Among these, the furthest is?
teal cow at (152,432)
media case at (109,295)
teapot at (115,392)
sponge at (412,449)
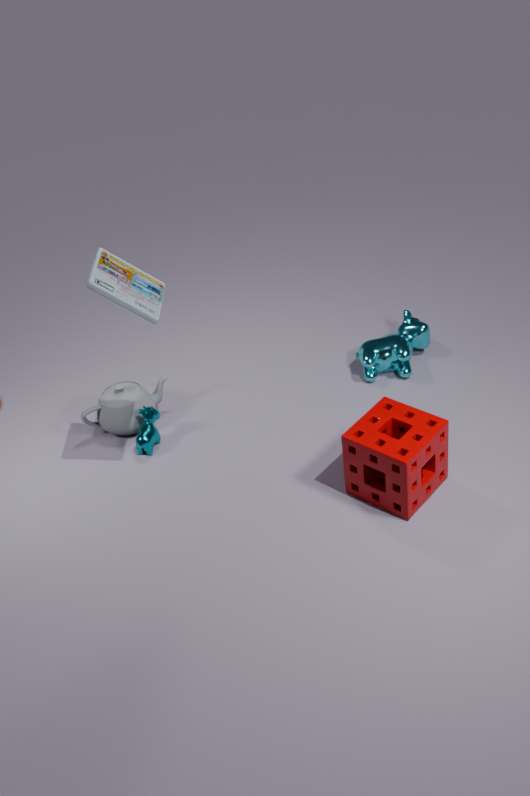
teapot at (115,392)
